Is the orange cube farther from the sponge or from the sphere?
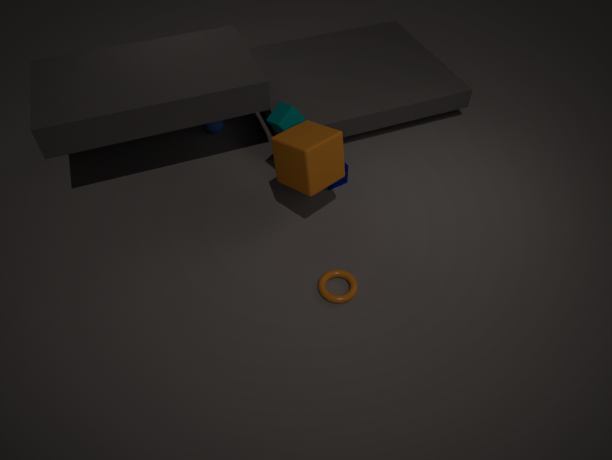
the sphere
